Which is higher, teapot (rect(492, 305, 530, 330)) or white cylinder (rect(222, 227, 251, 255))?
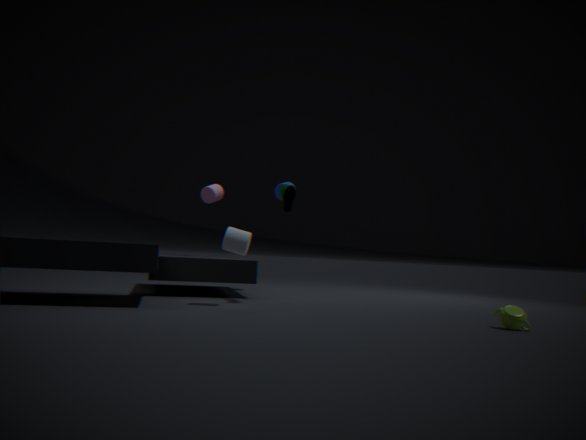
white cylinder (rect(222, 227, 251, 255))
